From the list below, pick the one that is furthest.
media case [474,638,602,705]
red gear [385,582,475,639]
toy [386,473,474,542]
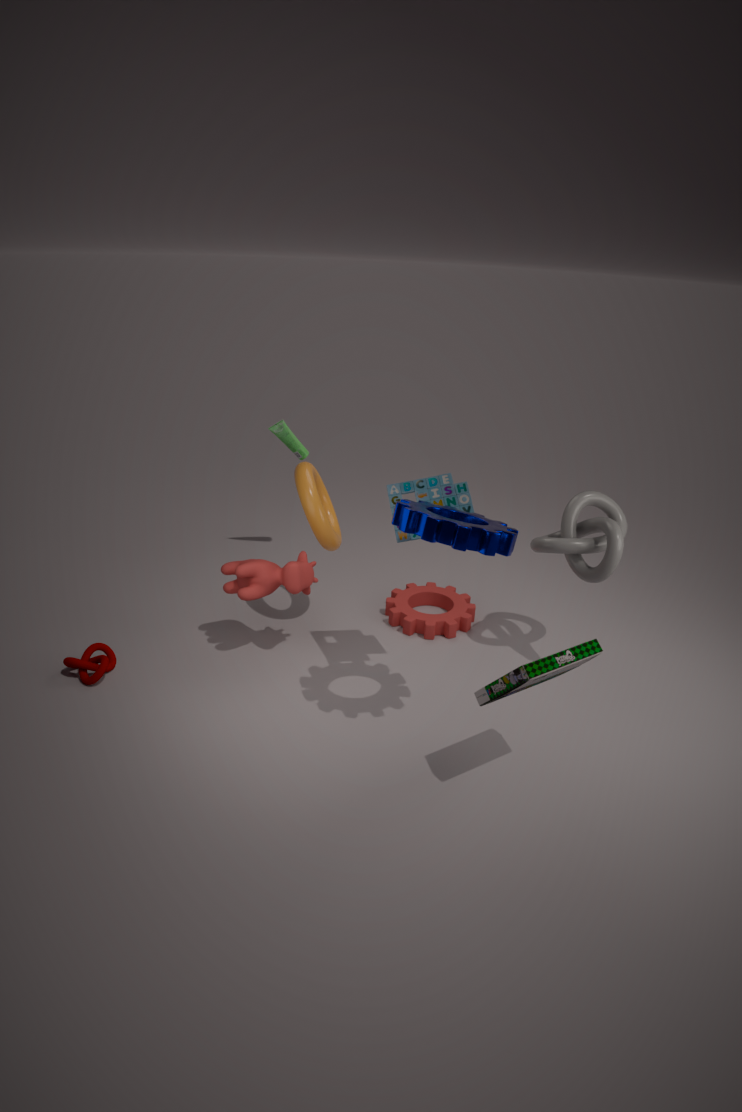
red gear [385,582,475,639]
